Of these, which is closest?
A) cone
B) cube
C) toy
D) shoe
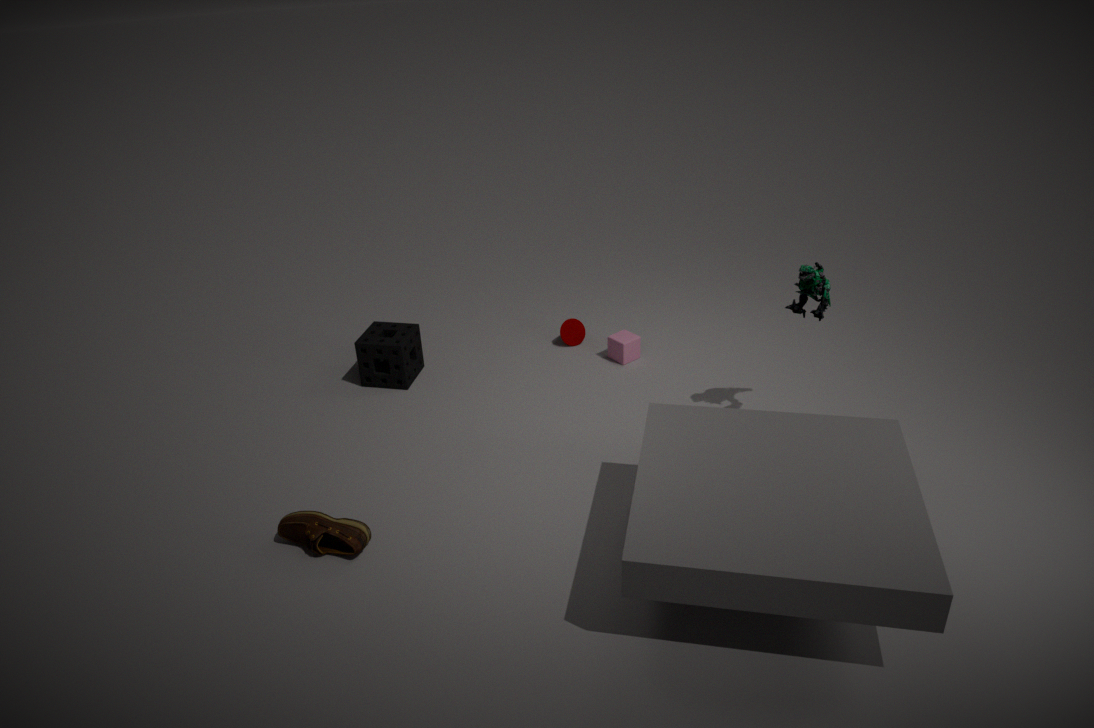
shoe
